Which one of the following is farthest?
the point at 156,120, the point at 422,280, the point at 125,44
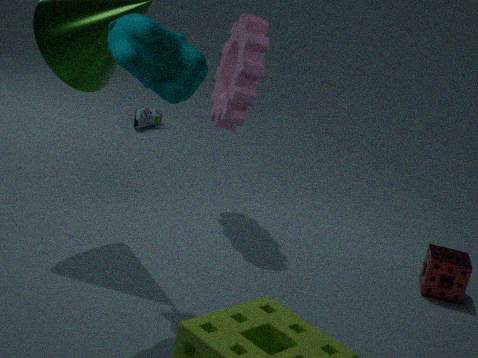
the point at 156,120
